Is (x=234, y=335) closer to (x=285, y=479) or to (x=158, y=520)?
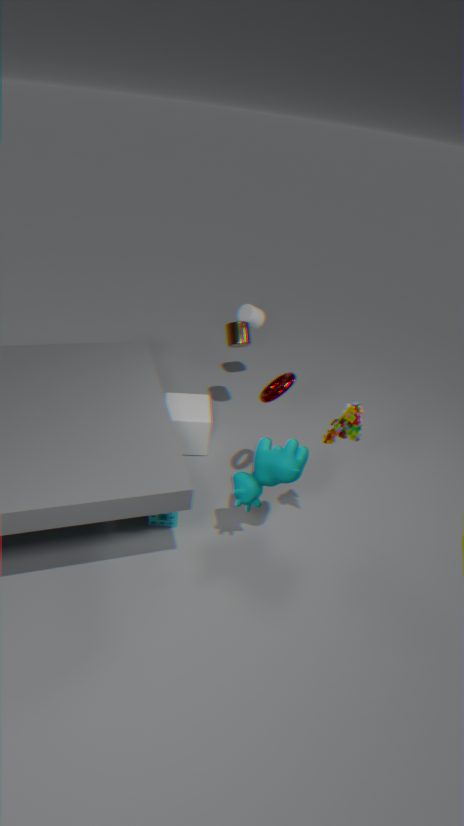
(x=285, y=479)
